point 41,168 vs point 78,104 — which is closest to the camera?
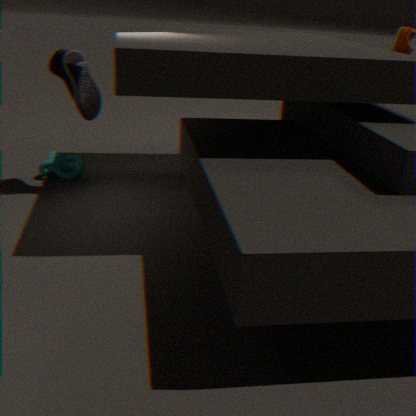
point 78,104
